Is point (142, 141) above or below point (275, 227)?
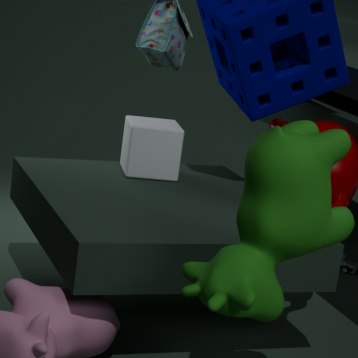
below
